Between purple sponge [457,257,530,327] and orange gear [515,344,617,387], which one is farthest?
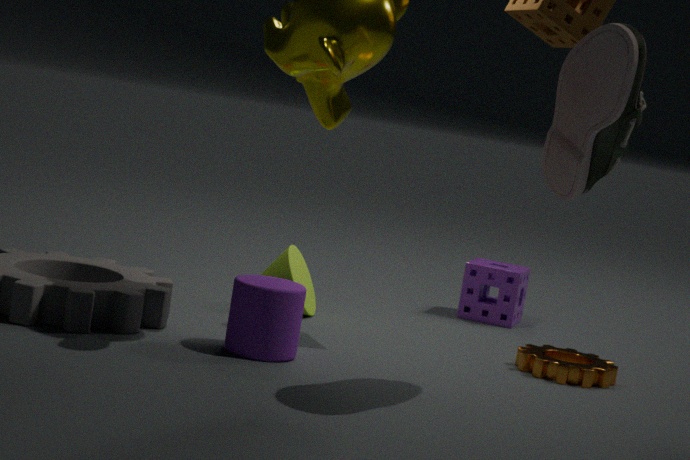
purple sponge [457,257,530,327]
